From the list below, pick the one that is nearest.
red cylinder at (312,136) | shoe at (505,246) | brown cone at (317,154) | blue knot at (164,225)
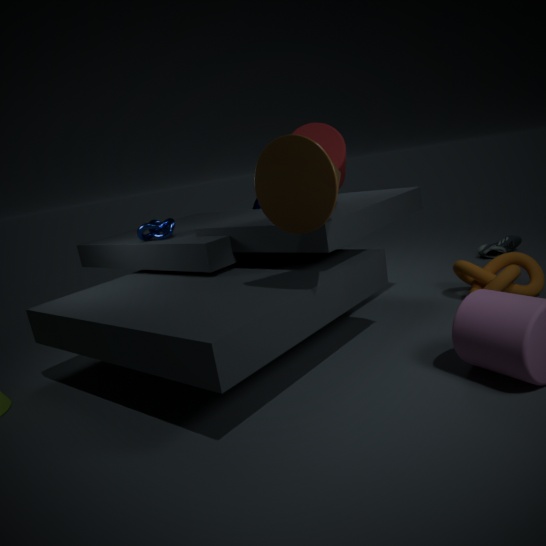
brown cone at (317,154)
